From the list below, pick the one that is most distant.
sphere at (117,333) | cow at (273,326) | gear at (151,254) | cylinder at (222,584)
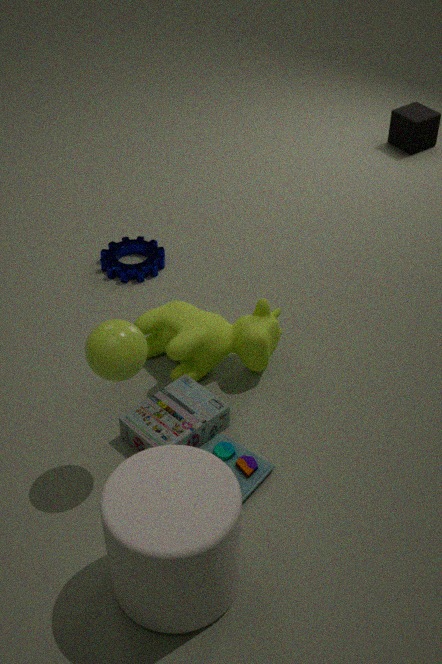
gear at (151,254)
